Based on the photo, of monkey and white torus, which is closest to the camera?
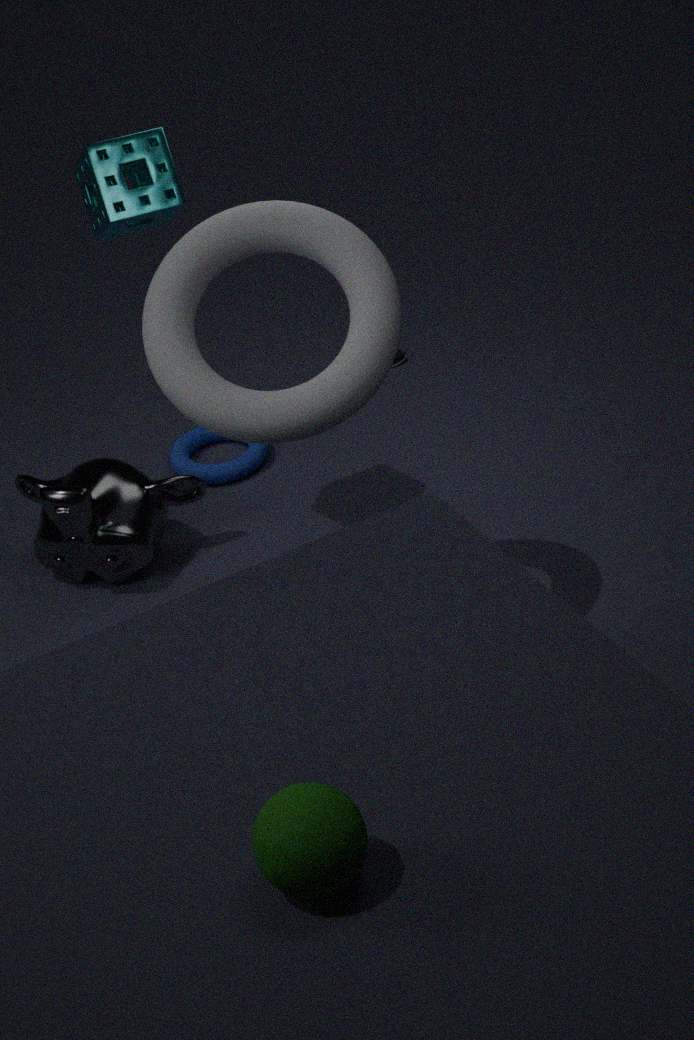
white torus
